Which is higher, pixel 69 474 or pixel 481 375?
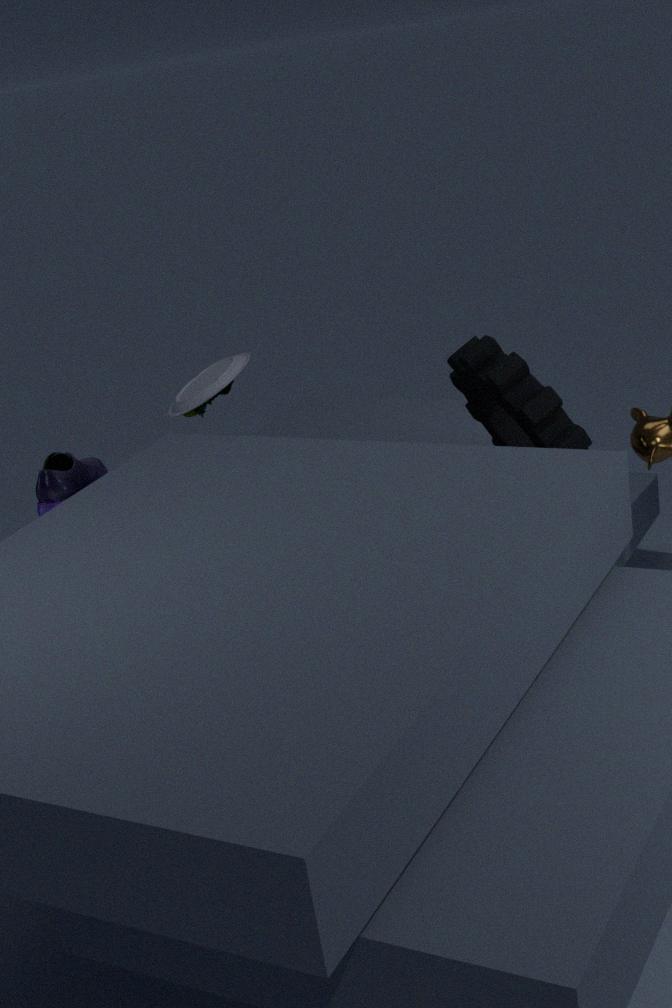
pixel 481 375
